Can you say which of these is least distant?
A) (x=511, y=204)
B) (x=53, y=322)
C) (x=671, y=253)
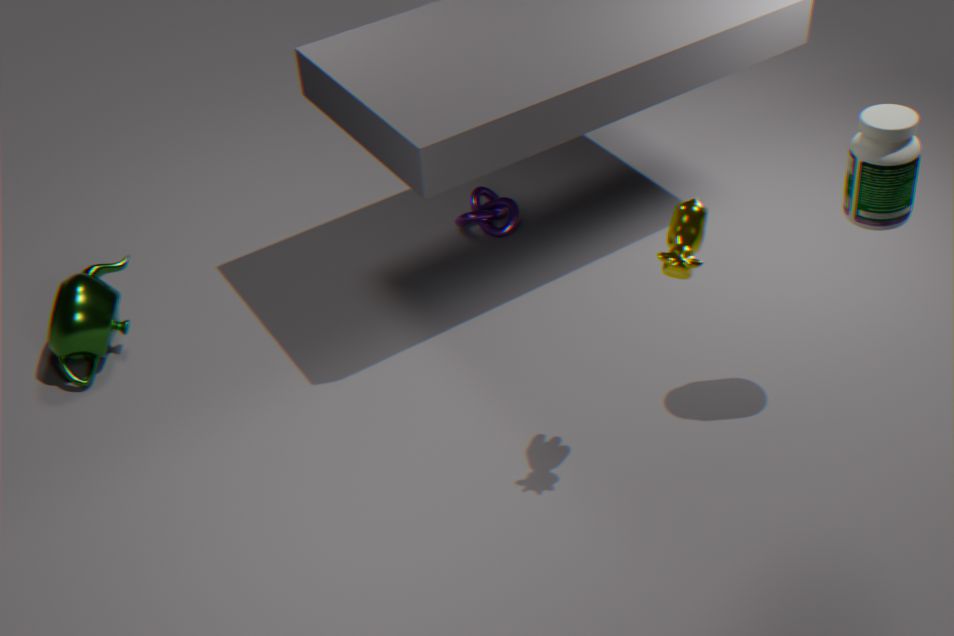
(x=671, y=253)
